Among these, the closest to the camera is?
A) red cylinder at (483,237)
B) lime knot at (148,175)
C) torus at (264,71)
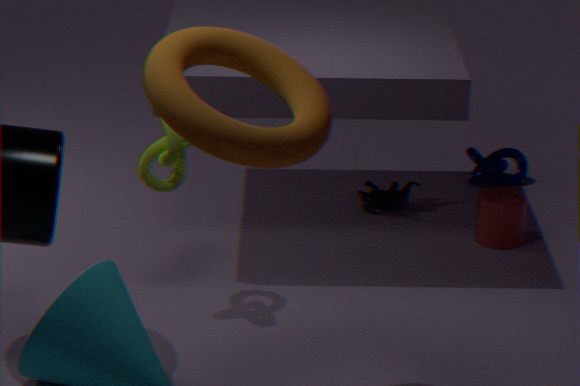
torus at (264,71)
